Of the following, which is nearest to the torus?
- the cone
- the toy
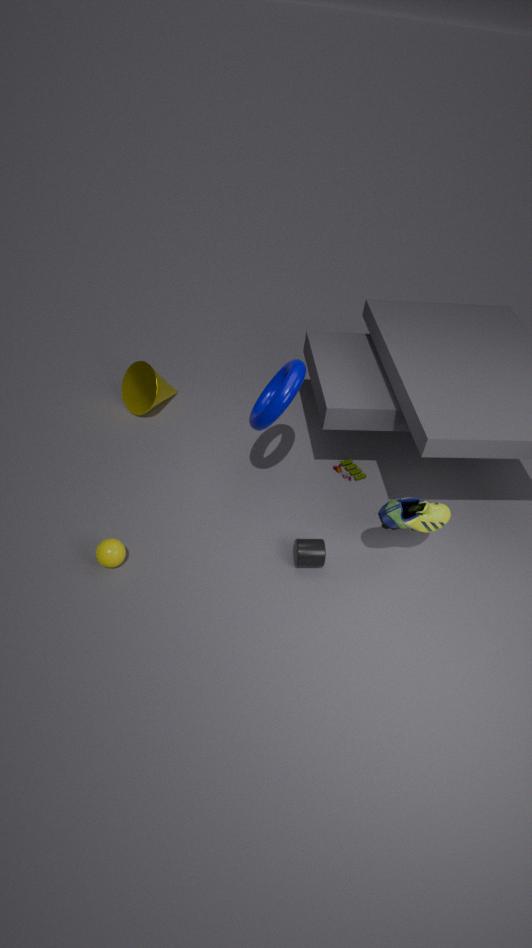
the toy
